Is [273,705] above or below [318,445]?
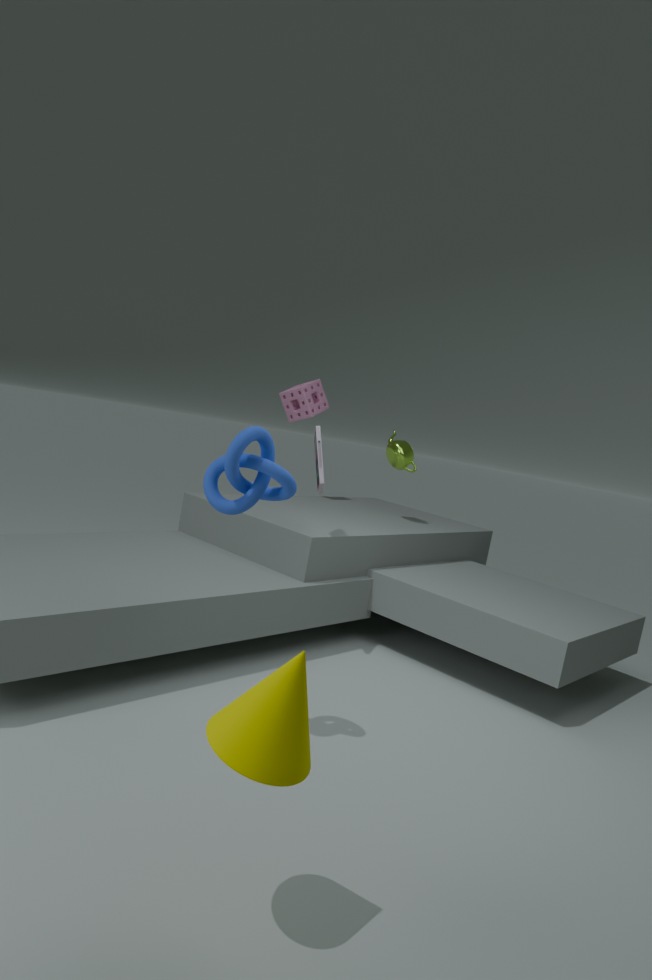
below
